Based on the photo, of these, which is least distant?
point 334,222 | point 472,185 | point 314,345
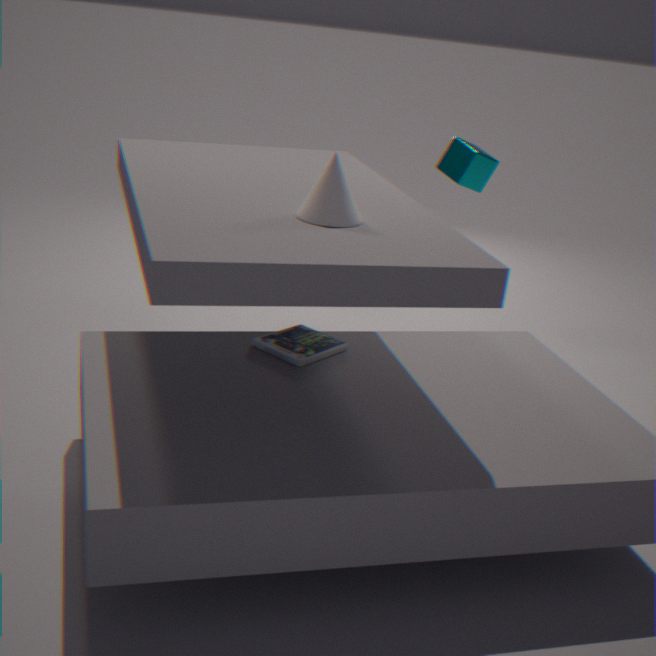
point 334,222
